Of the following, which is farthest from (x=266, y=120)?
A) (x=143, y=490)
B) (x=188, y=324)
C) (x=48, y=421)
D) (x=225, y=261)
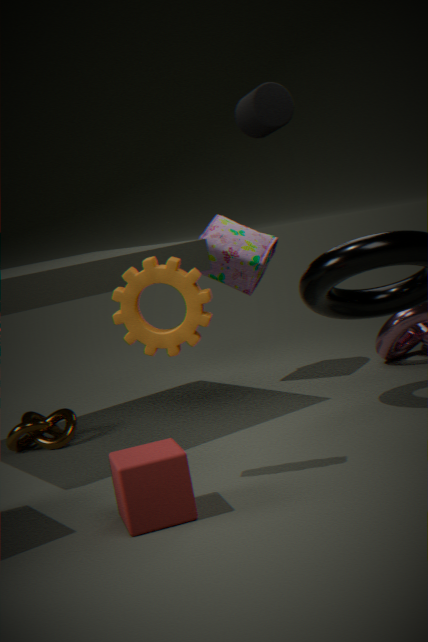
(x=143, y=490)
